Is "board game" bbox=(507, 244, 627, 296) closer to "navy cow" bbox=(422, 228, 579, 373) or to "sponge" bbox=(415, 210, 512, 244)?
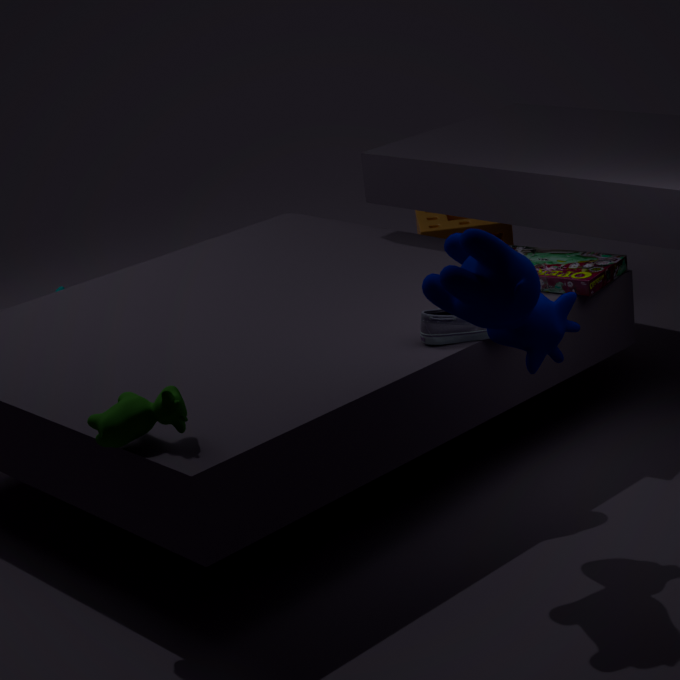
"navy cow" bbox=(422, 228, 579, 373)
